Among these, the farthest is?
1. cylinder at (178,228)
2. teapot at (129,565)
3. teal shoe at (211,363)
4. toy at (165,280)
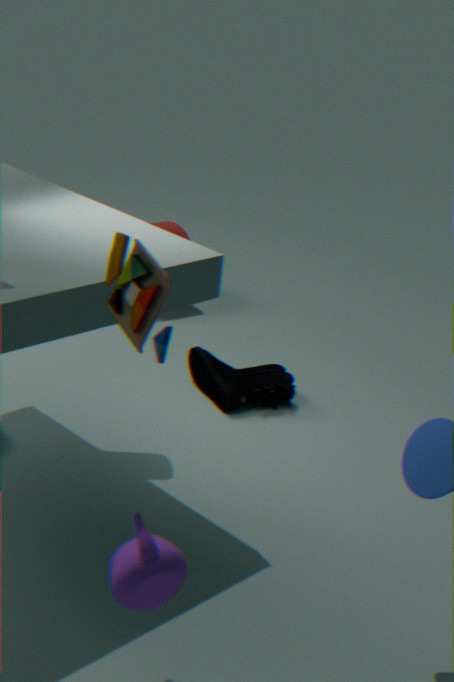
cylinder at (178,228)
